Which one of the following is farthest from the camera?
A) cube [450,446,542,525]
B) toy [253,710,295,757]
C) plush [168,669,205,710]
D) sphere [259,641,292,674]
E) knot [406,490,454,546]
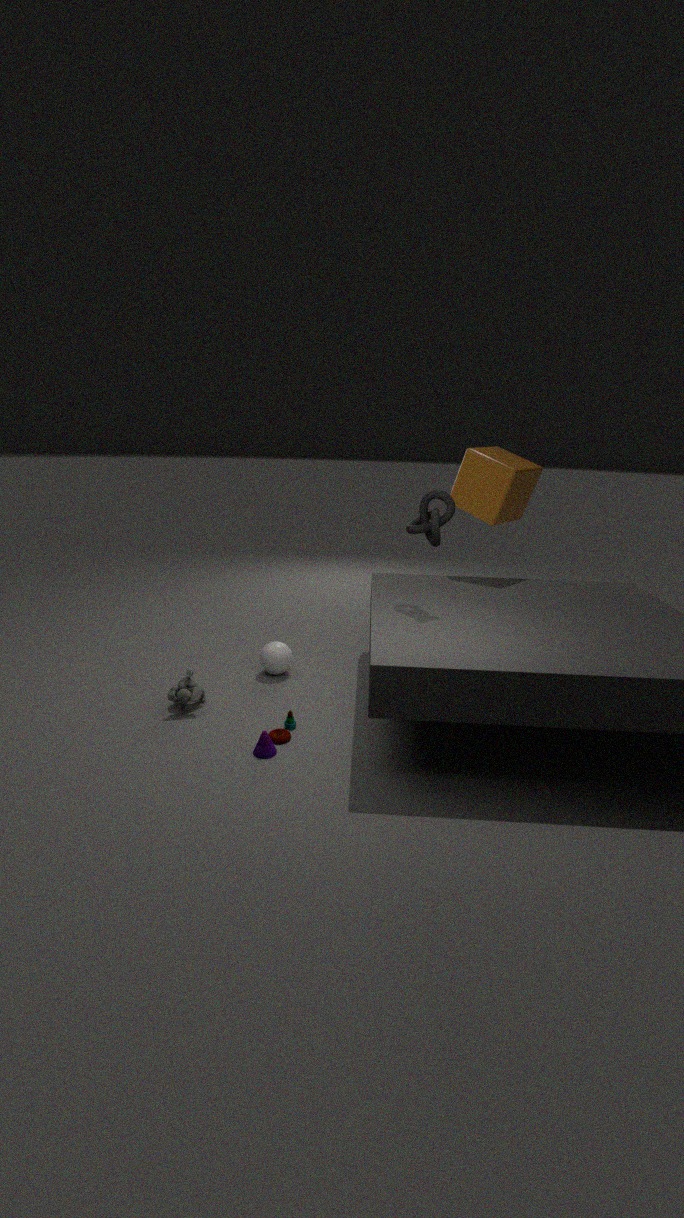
cube [450,446,542,525]
